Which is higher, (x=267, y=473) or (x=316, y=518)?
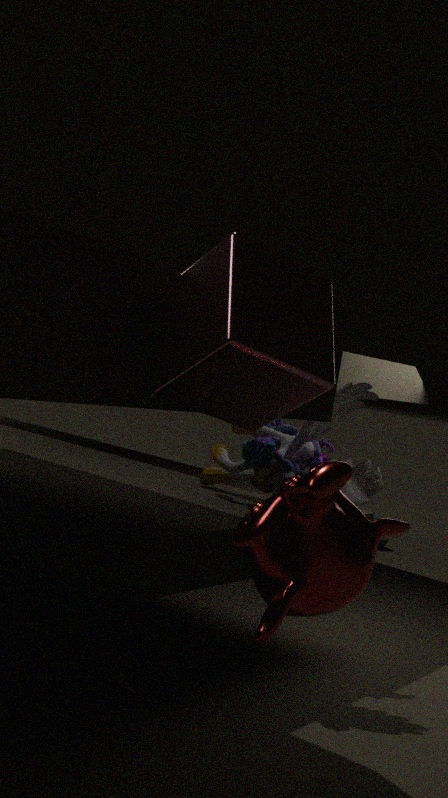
(x=316, y=518)
